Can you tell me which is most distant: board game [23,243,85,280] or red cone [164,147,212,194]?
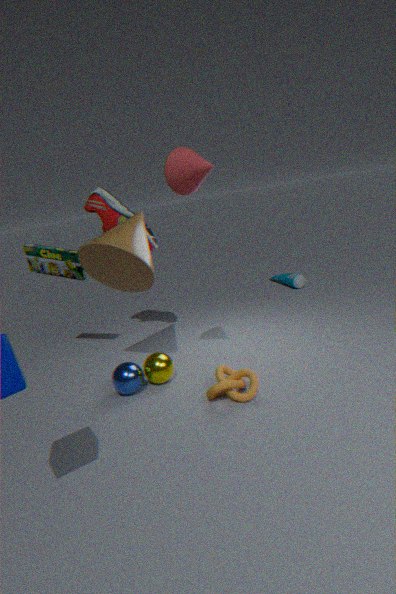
board game [23,243,85,280]
